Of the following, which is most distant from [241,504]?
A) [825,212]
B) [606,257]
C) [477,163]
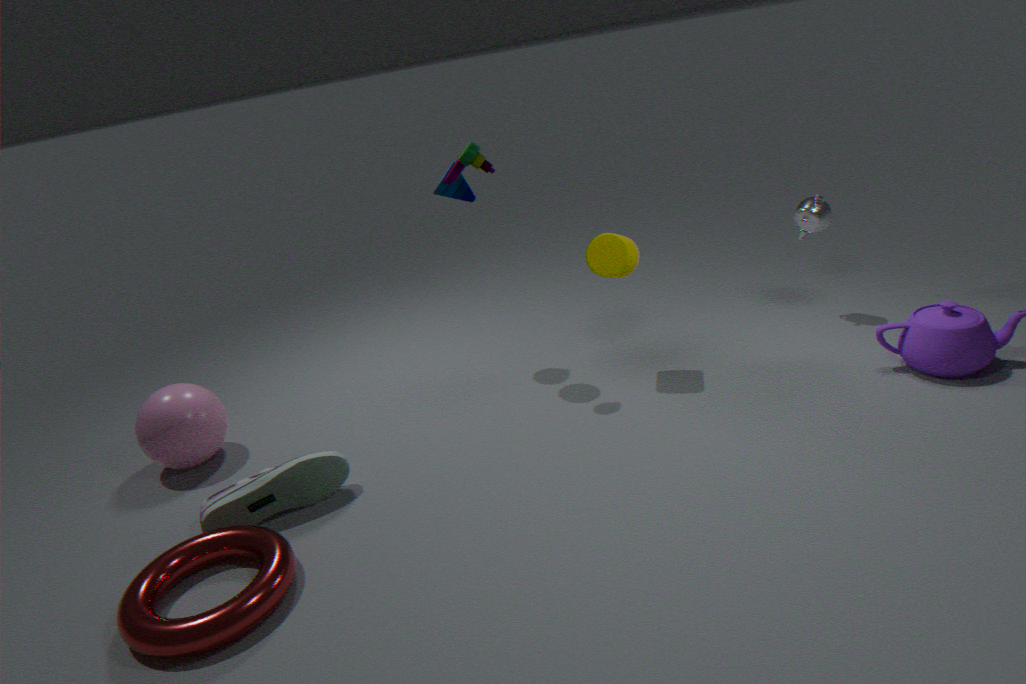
[825,212]
